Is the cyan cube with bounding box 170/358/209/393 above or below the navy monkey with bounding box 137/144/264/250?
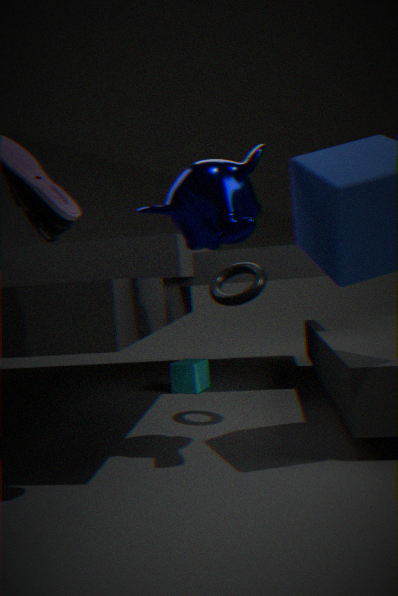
below
